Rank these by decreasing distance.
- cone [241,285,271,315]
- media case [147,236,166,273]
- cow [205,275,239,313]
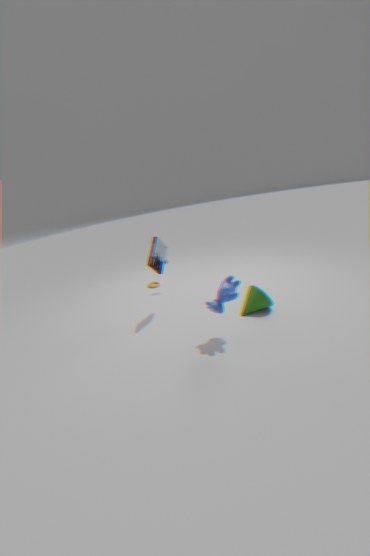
media case [147,236,166,273]
cone [241,285,271,315]
cow [205,275,239,313]
